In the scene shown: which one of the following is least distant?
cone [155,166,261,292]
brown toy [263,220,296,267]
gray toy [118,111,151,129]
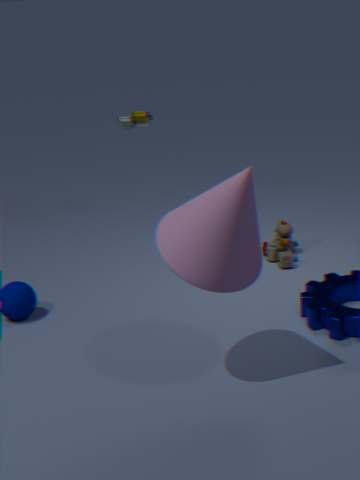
cone [155,166,261,292]
